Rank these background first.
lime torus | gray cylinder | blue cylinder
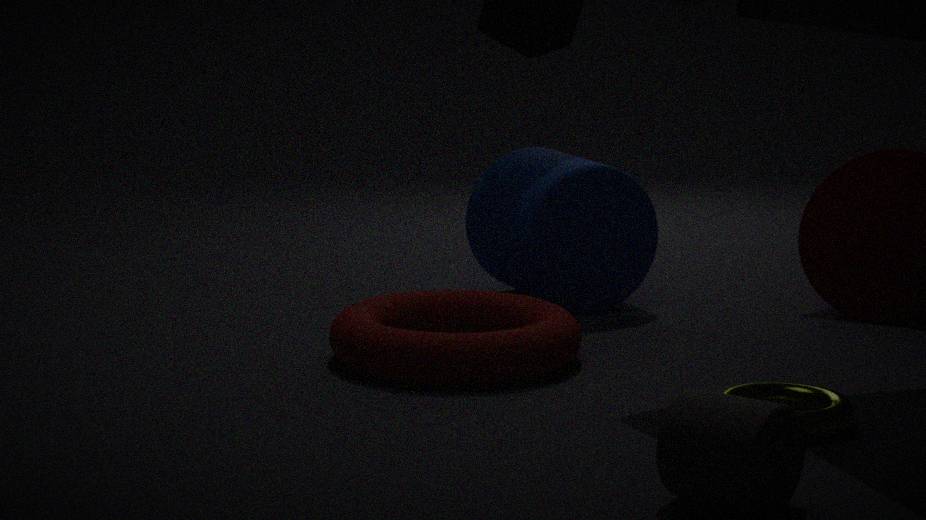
blue cylinder → lime torus → gray cylinder
